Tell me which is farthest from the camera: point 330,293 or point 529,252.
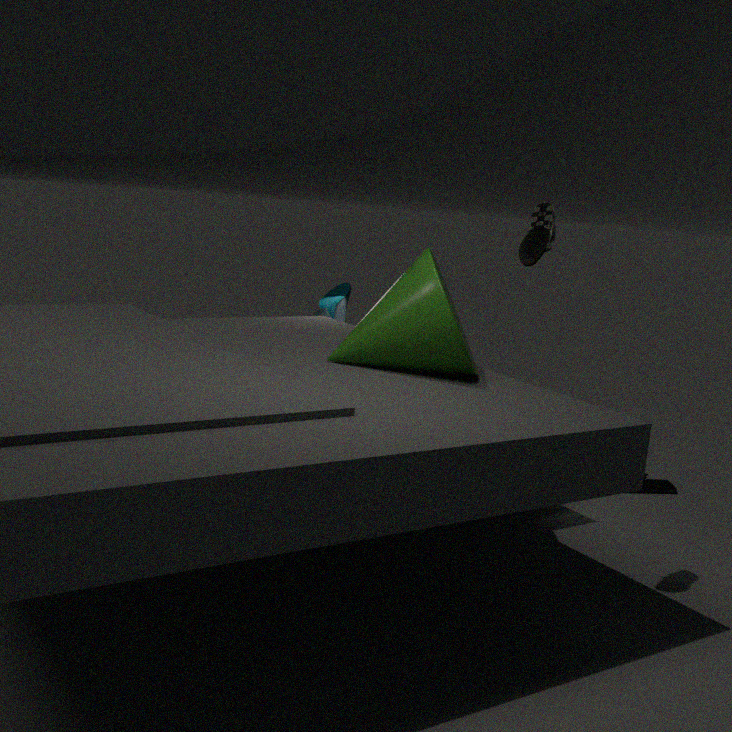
point 330,293
